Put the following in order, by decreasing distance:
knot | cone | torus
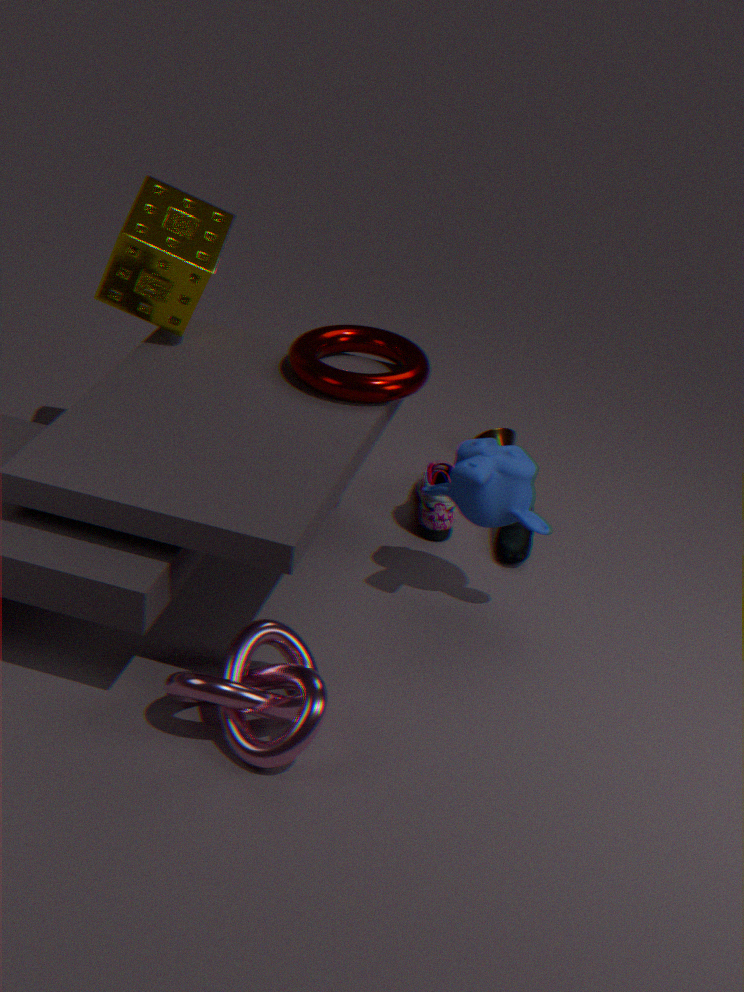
cone → torus → knot
